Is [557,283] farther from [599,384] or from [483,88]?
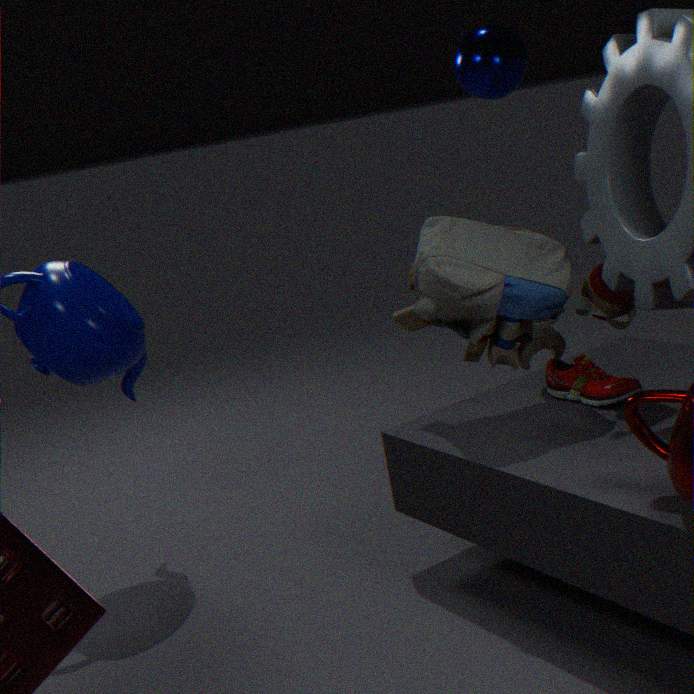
[483,88]
